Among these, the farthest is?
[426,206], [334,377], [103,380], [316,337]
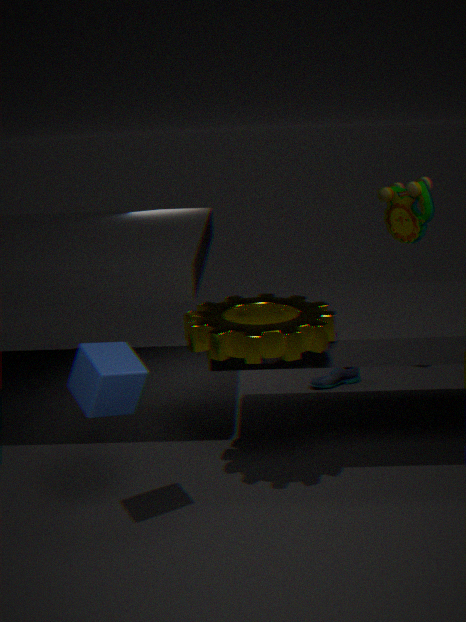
[334,377]
